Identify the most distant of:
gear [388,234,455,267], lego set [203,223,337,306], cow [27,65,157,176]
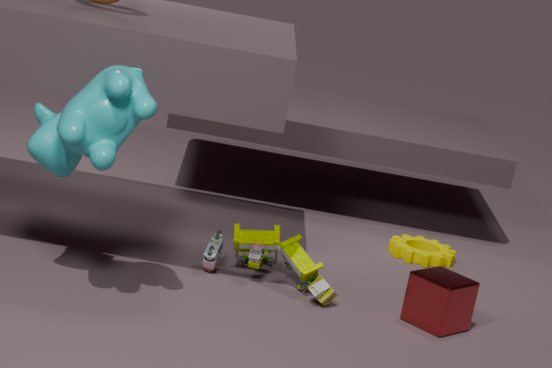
gear [388,234,455,267]
